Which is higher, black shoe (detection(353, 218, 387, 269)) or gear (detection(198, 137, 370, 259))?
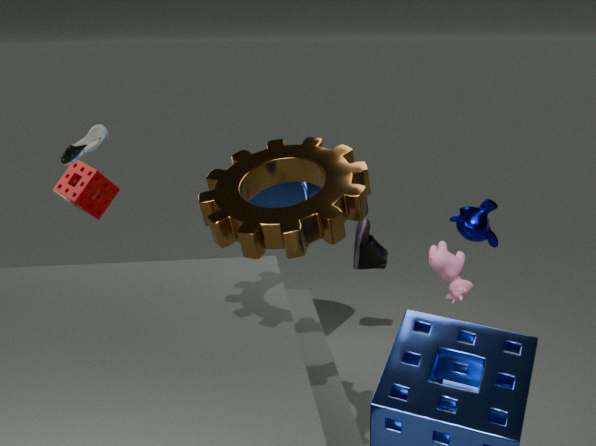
gear (detection(198, 137, 370, 259))
